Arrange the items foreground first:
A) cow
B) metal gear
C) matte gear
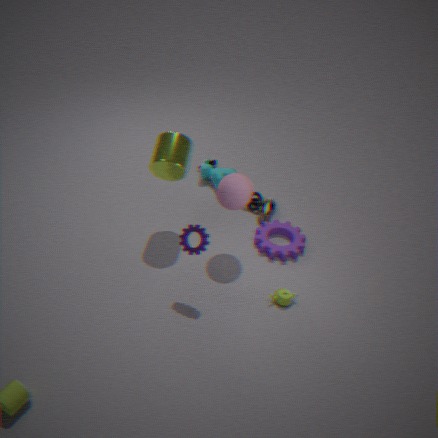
metal gear, matte gear, cow
